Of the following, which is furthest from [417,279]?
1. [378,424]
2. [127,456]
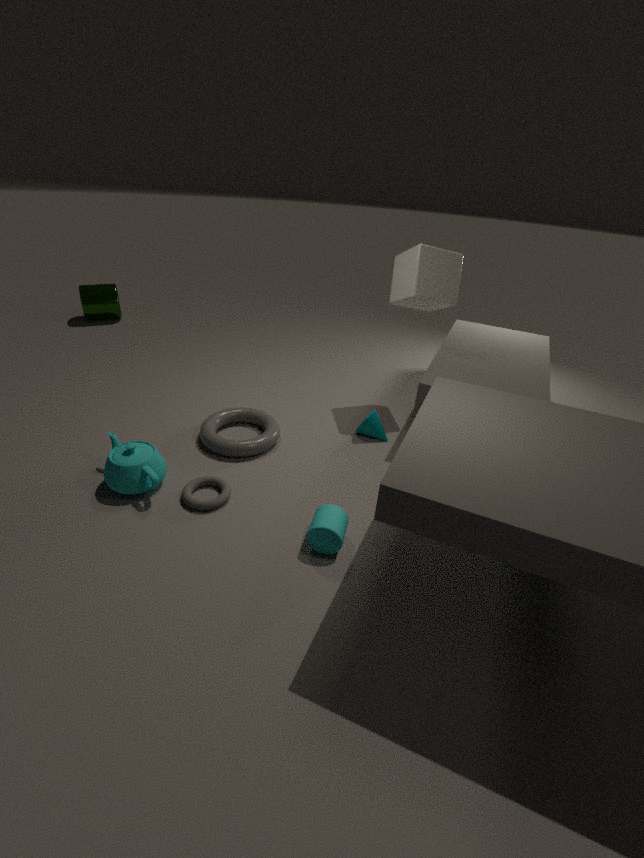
→ [127,456]
